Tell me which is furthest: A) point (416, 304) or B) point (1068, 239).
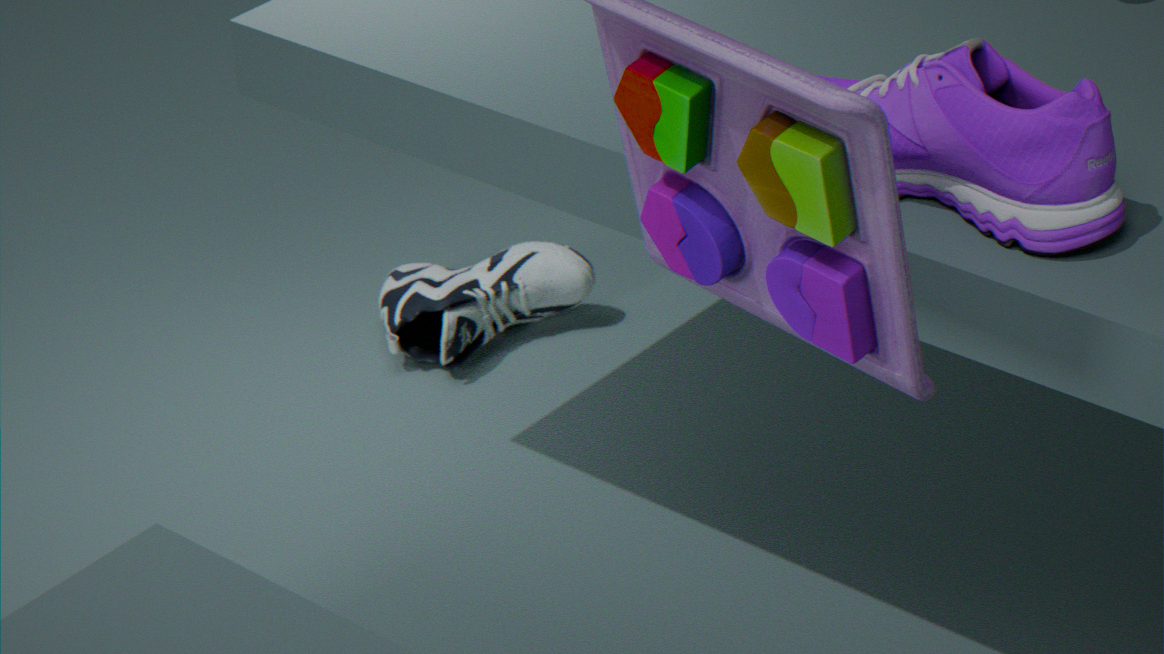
A. point (416, 304)
